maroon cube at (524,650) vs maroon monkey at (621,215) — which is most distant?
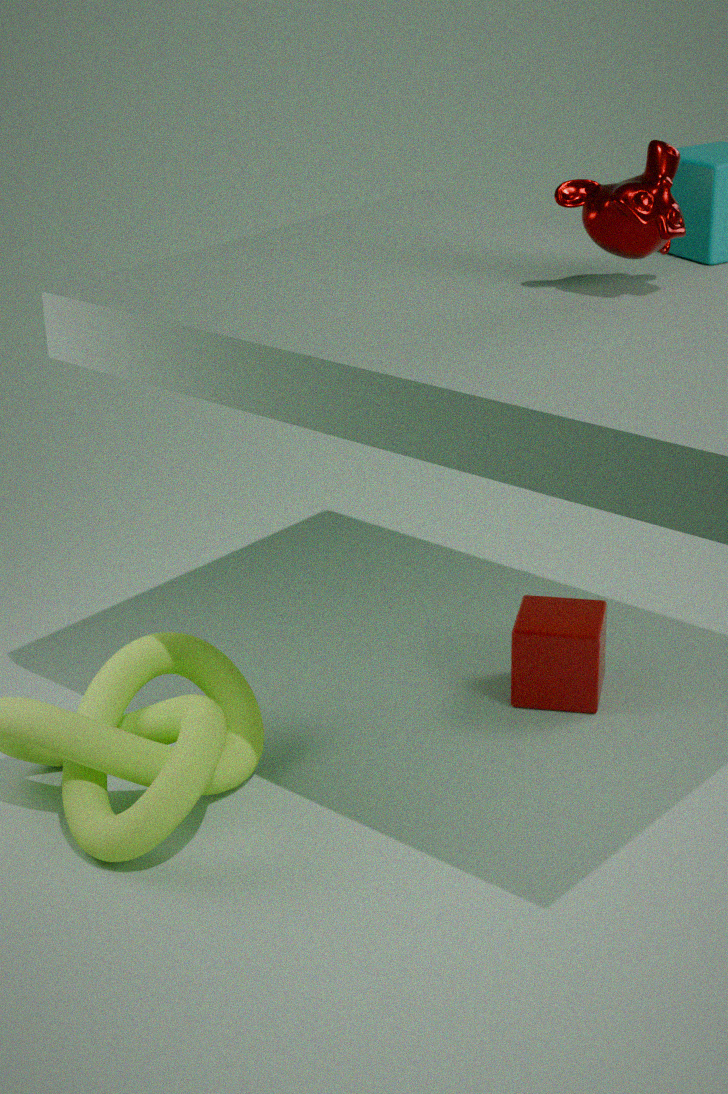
maroon cube at (524,650)
